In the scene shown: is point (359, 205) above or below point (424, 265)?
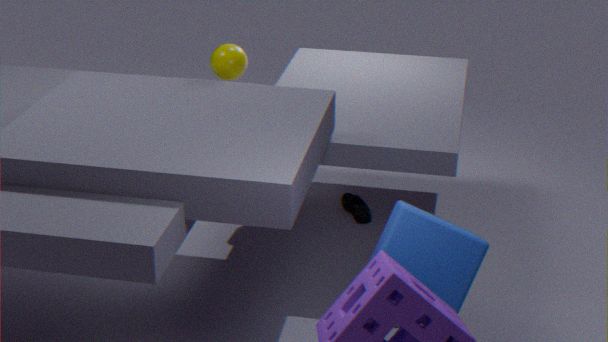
below
